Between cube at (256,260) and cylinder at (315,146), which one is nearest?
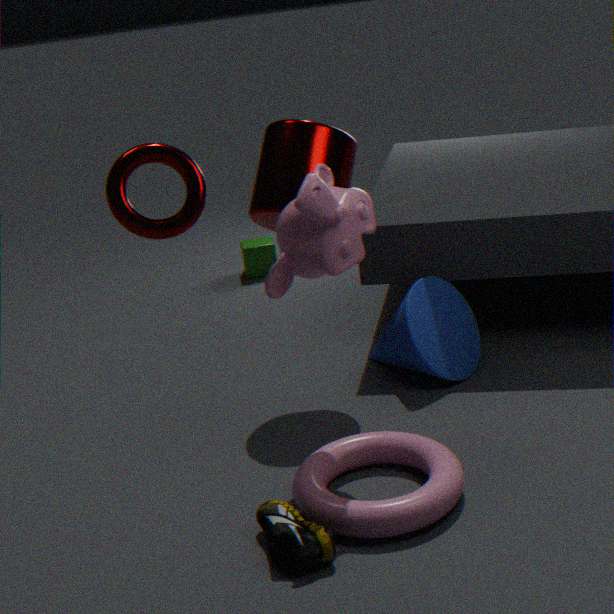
cylinder at (315,146)
